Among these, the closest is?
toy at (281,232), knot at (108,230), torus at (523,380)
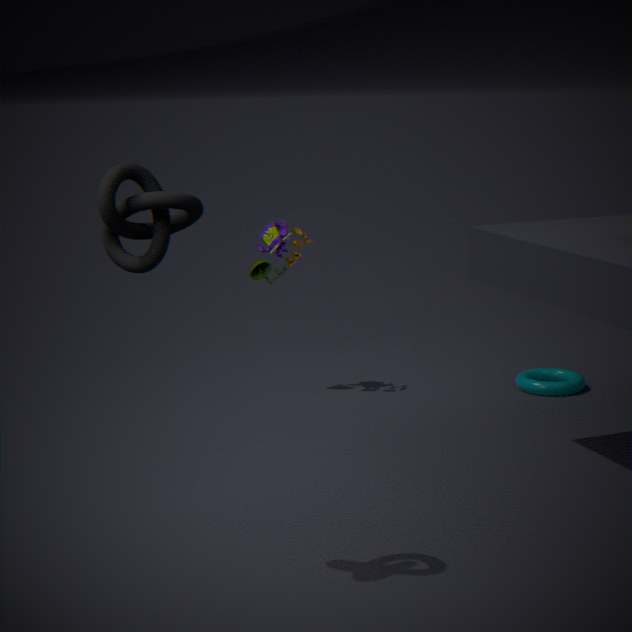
knot at (108,230)
